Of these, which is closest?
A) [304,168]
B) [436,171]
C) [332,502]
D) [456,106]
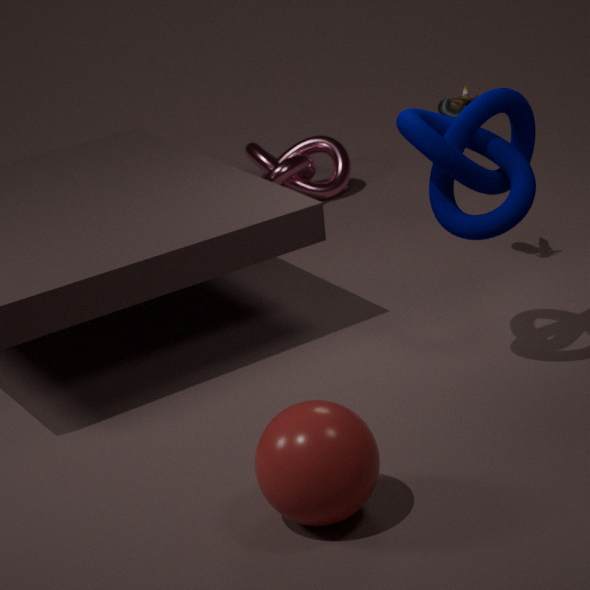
[332,502]
